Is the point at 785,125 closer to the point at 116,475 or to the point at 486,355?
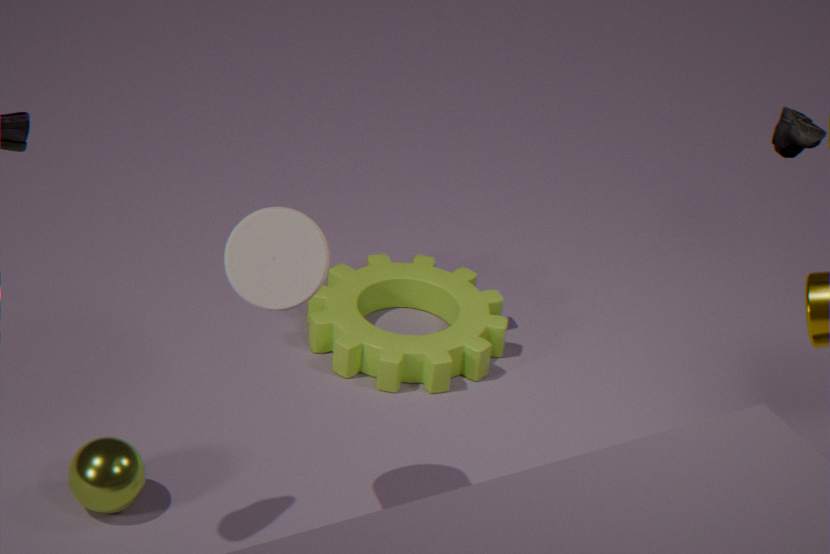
the point at 486,355
